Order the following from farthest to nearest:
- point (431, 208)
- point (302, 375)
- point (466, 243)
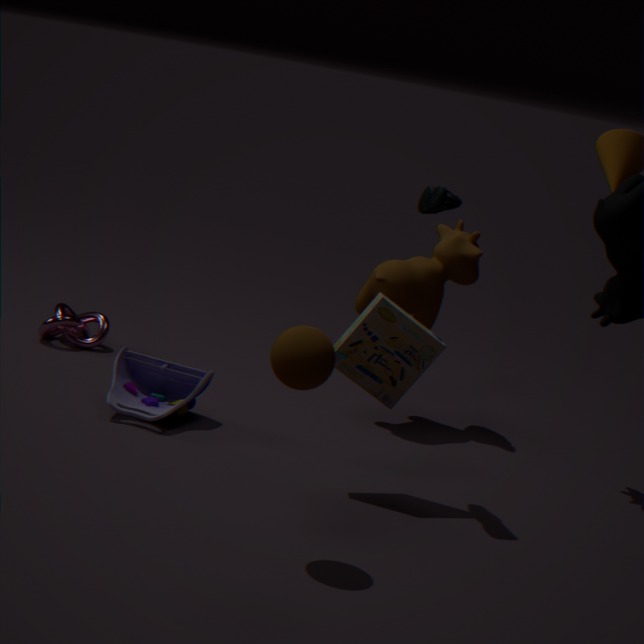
1. point (466, 243)
2. point (431, 208)
3. point (302, 375)
